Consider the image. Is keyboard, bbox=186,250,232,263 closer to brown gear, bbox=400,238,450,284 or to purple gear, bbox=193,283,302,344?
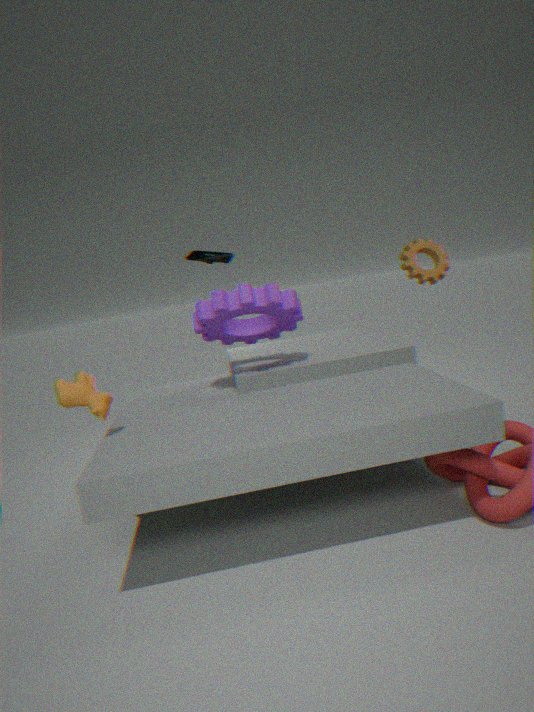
purple gear, bbox=193,283,302,344
